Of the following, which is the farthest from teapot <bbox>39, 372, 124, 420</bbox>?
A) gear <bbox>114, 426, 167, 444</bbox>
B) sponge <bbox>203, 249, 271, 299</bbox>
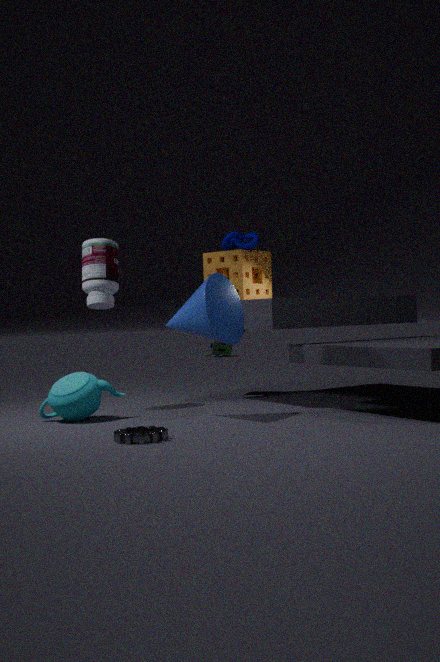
sponge <bbox>203, 249, 271, 299</bbox>
